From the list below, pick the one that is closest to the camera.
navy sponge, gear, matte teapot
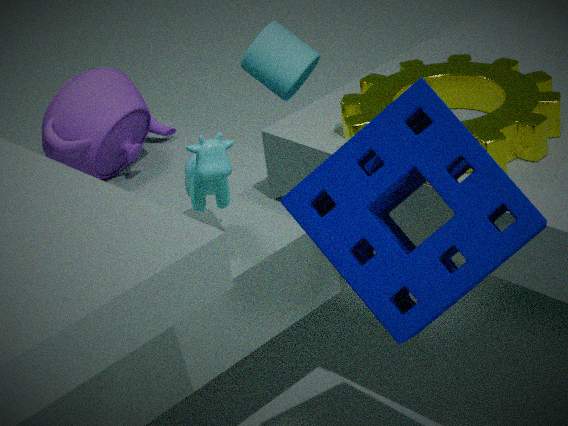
navy sponge
